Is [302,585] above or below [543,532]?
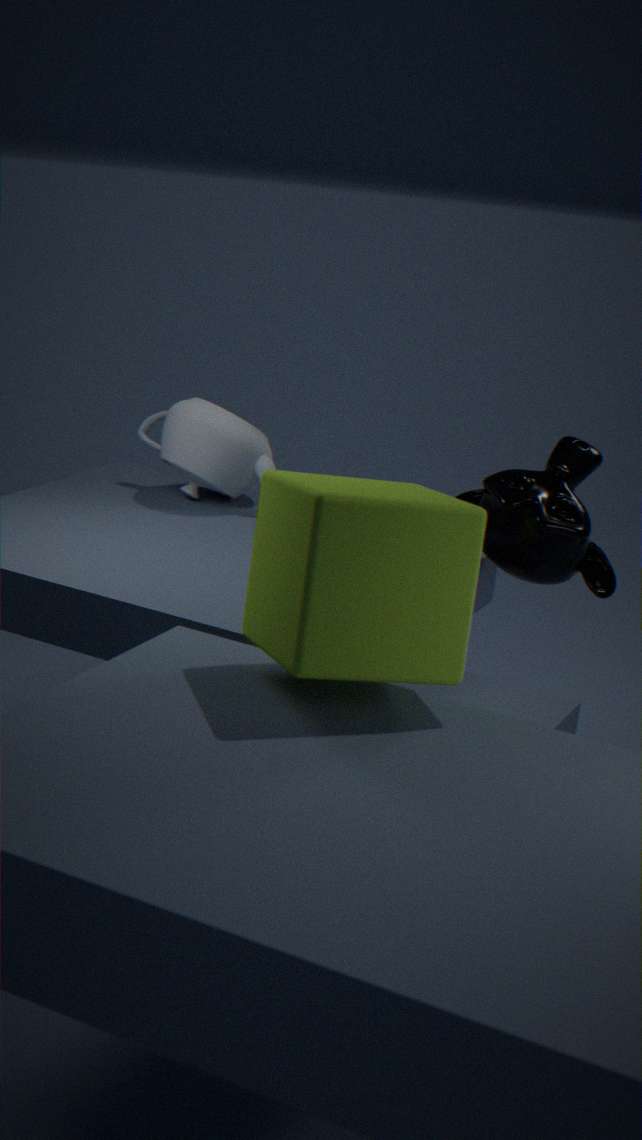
above
